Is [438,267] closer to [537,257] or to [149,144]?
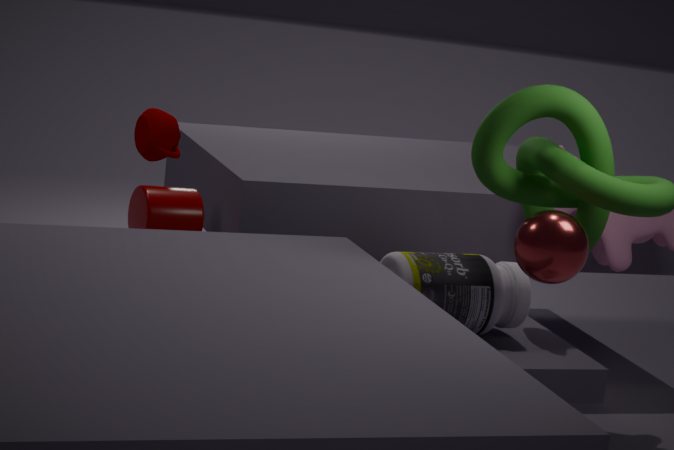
[537,257]
